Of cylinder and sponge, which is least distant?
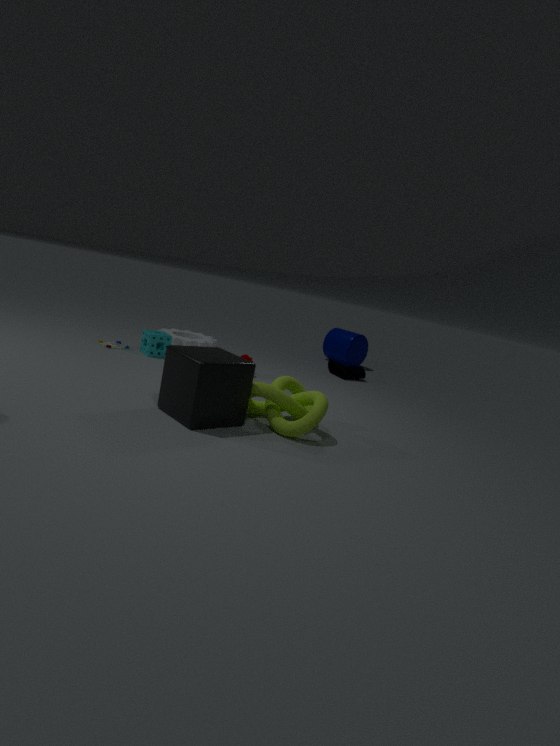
sponge
